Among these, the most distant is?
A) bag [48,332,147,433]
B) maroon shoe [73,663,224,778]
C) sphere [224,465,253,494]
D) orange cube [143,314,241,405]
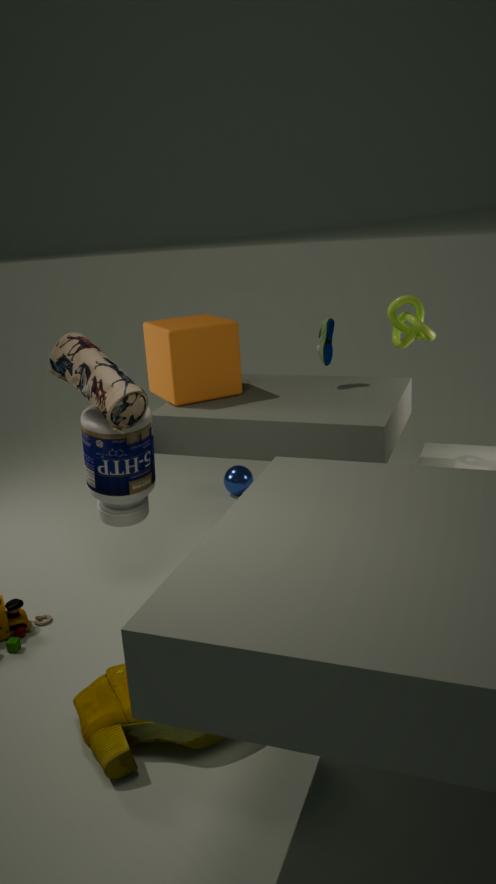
sphere [224,465,253,494]
